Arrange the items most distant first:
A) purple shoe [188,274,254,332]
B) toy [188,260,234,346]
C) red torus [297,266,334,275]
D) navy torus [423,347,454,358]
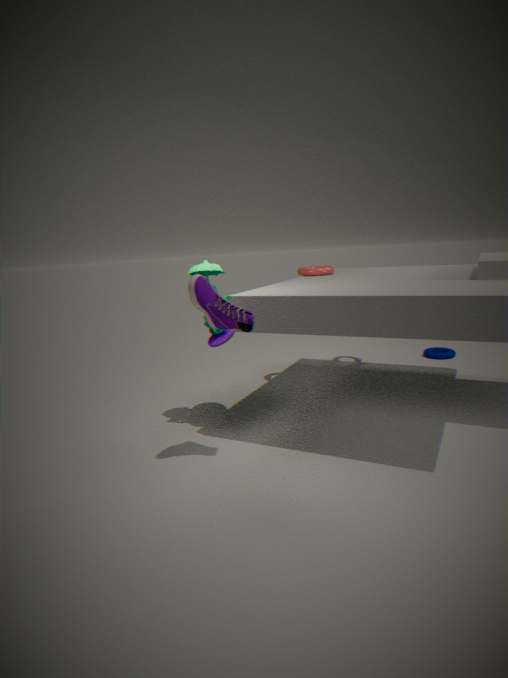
navy torus [423,347,454,358], red torus [297,266,334,275], toy [188,260,234,346], purple shoe [188,274,254,332]
